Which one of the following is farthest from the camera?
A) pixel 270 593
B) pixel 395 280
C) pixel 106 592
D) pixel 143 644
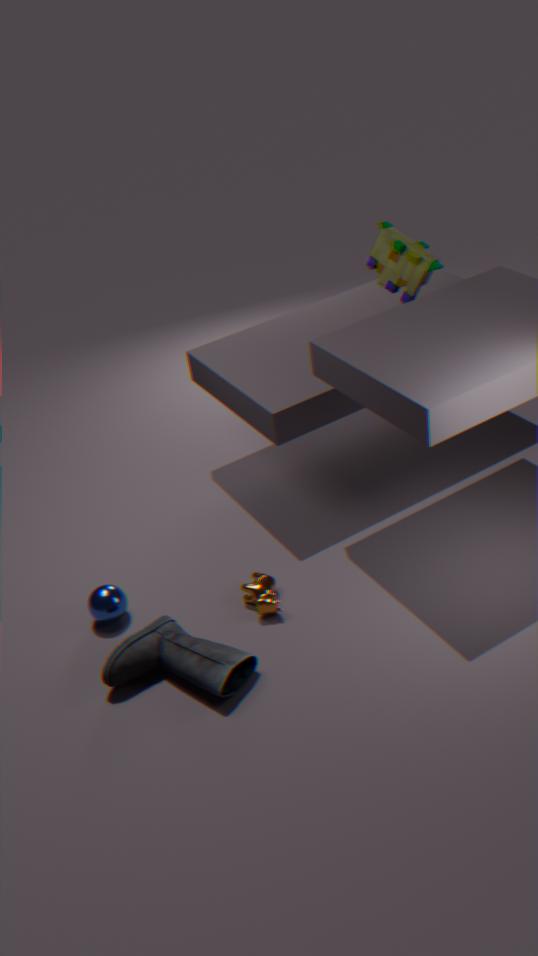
pixel 395 280
